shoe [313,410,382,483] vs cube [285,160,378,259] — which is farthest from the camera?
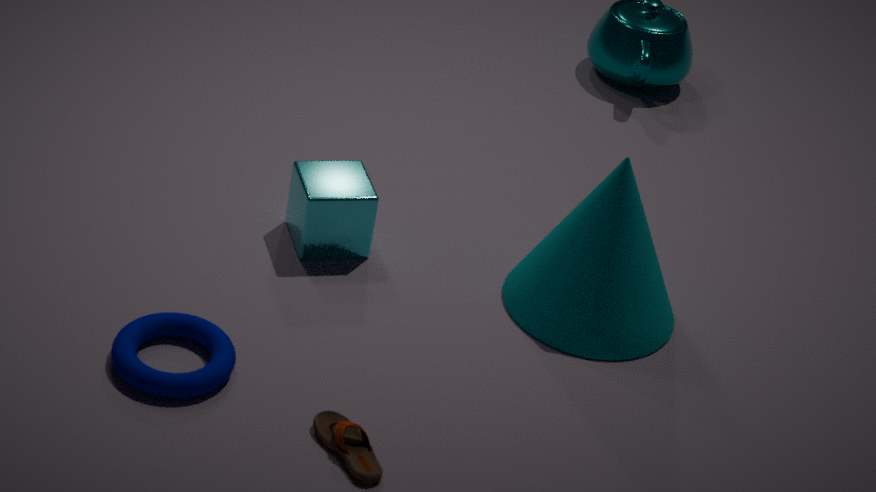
cube [285,160,378,259]
